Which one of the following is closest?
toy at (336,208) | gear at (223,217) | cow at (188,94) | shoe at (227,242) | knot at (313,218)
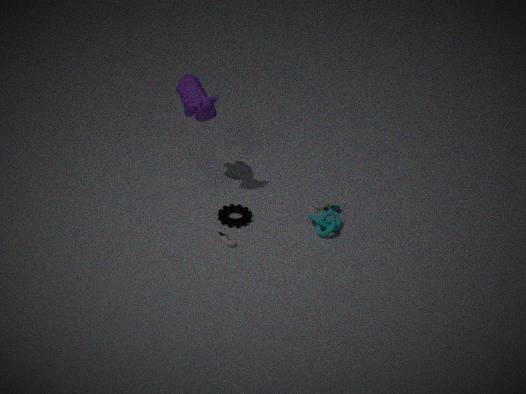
shoe at (227,242)
